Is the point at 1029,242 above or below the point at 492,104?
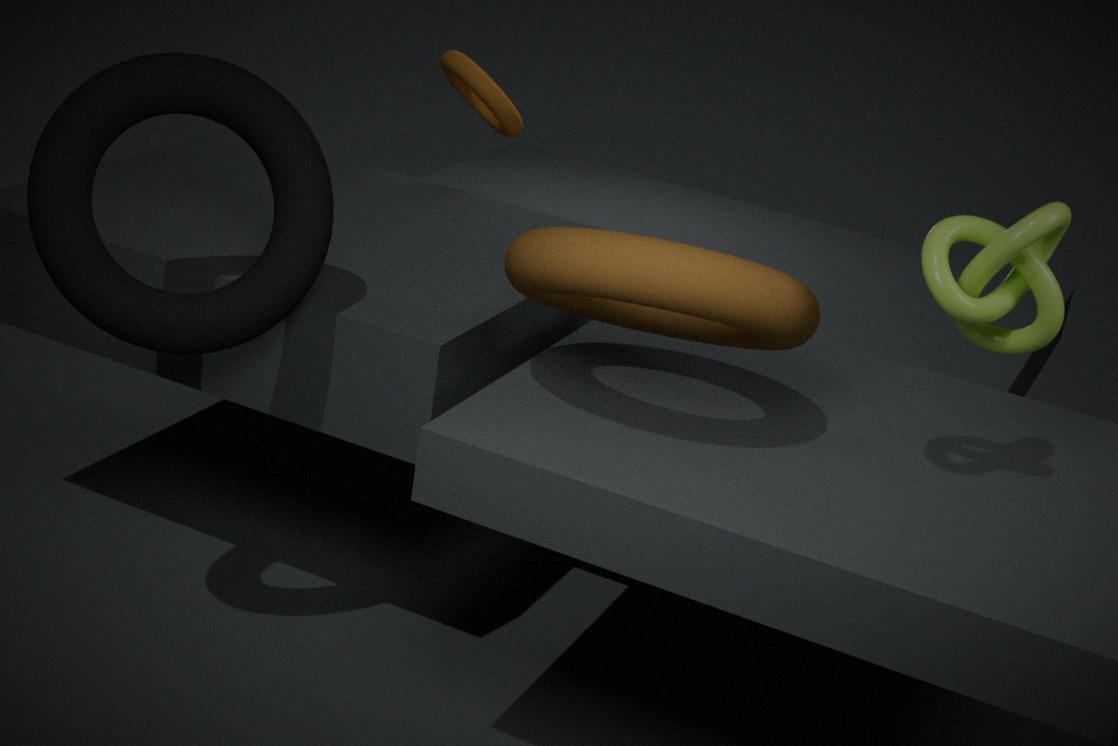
above
